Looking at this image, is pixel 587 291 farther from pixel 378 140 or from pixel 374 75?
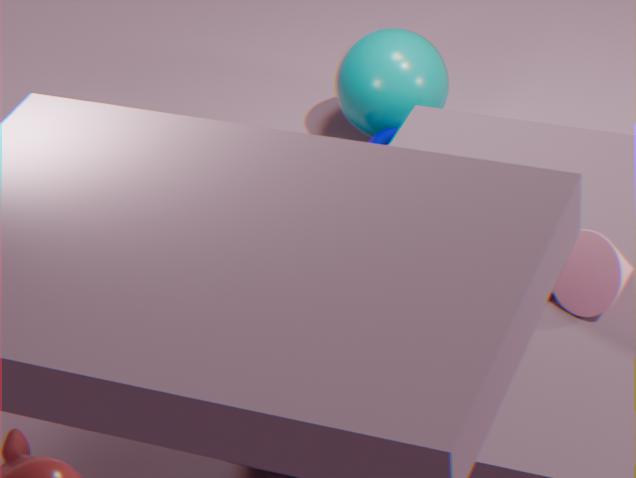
pixel 374 75
